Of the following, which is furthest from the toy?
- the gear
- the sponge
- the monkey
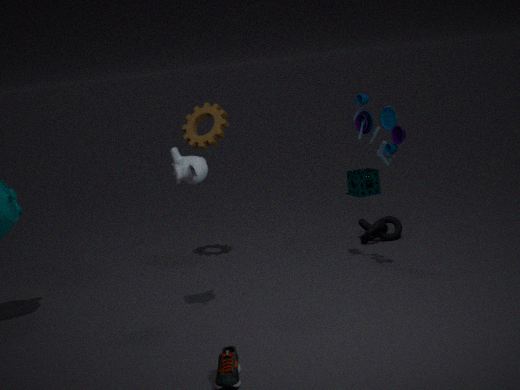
the sponge
